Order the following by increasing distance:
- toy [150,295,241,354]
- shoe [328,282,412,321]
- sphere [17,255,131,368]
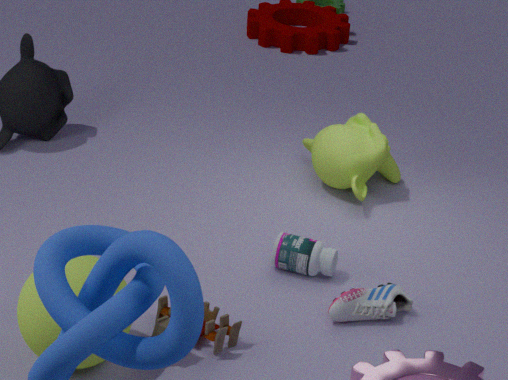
sphere [17,255,131,368] → toy [150,295,241,354] → shoe [328,282,412,321]
